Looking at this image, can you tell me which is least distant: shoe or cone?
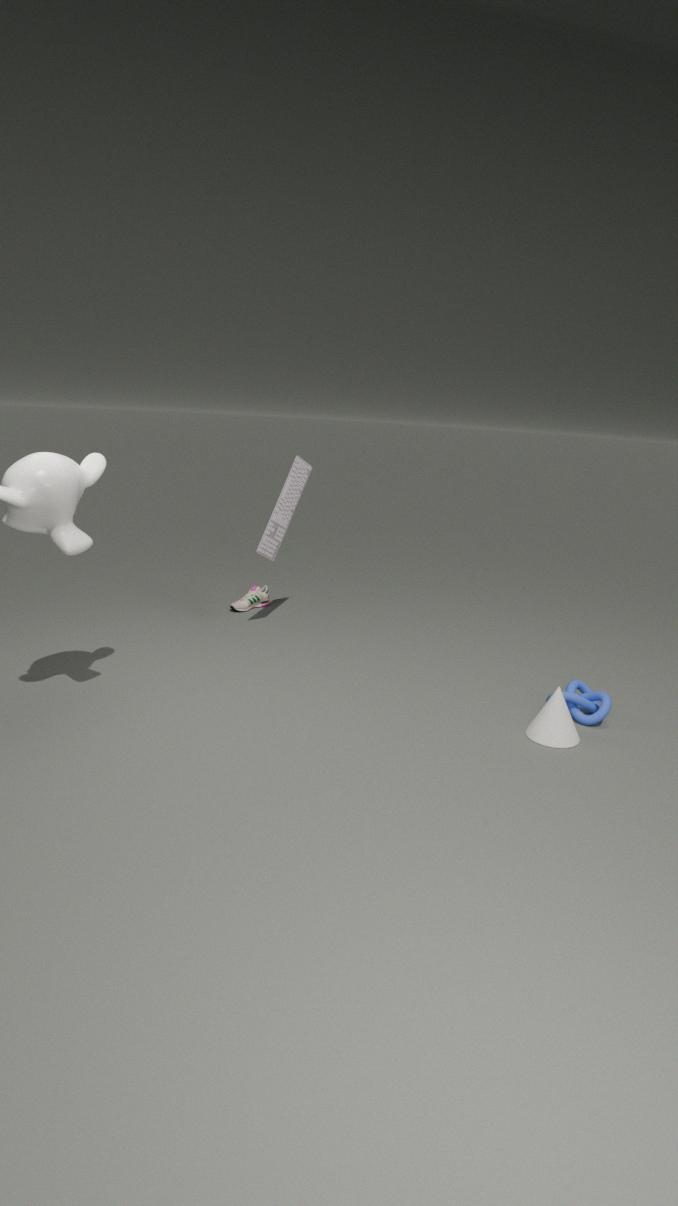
cone
